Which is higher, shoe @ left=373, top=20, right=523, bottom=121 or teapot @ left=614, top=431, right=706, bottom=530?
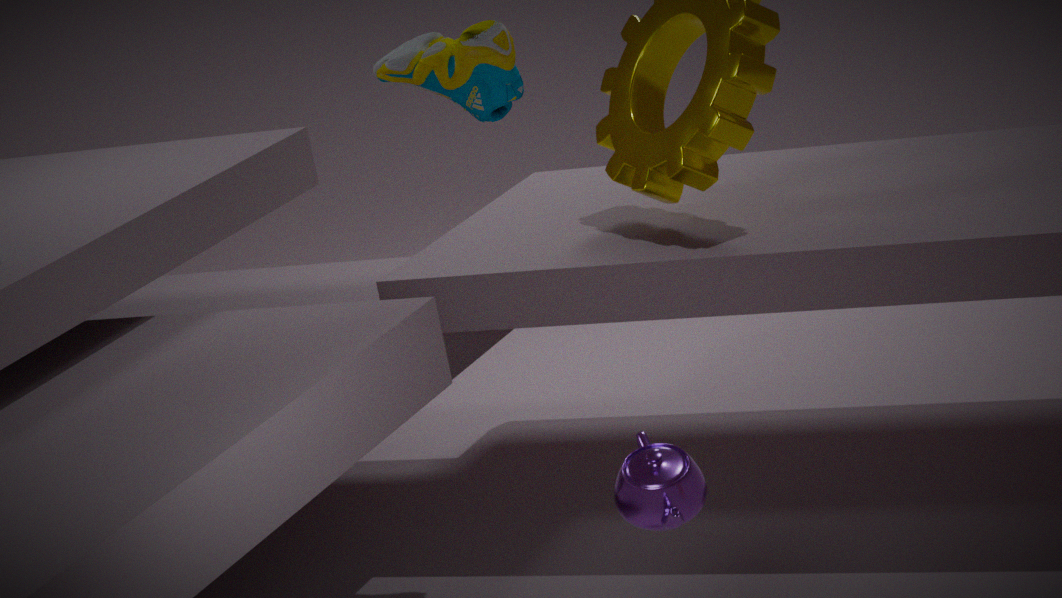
shoe @ left=373, top=20, right=523, bottom=121
